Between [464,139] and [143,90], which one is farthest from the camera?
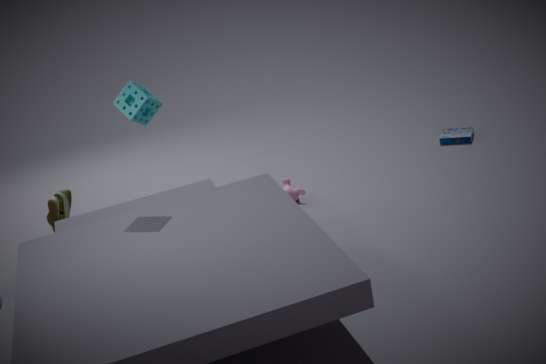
[464,139]
